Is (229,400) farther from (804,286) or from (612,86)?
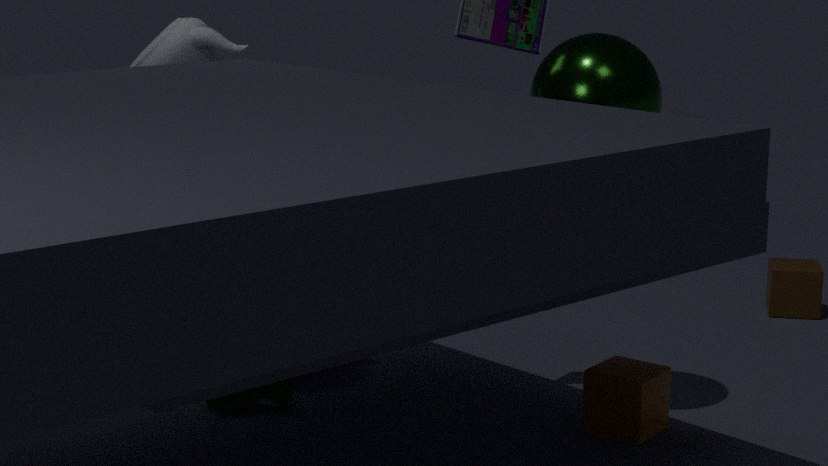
(804,286)
